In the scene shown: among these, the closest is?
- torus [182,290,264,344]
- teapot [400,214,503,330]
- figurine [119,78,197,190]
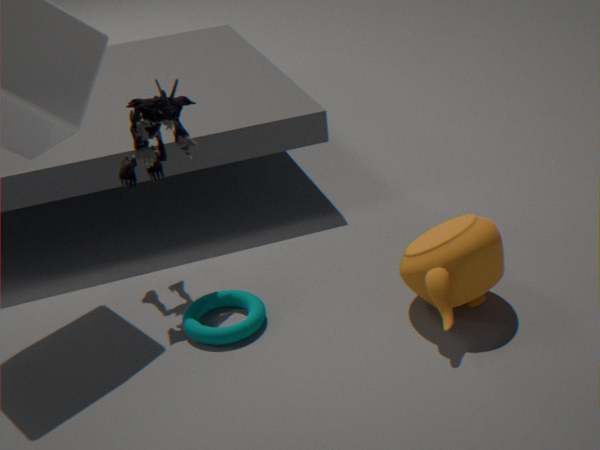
teapot [400,214,503,330]
